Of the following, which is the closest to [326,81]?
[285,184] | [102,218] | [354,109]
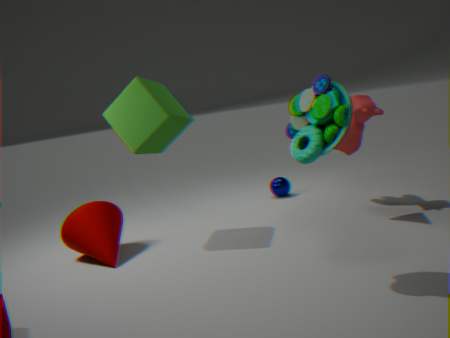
[354,109]
